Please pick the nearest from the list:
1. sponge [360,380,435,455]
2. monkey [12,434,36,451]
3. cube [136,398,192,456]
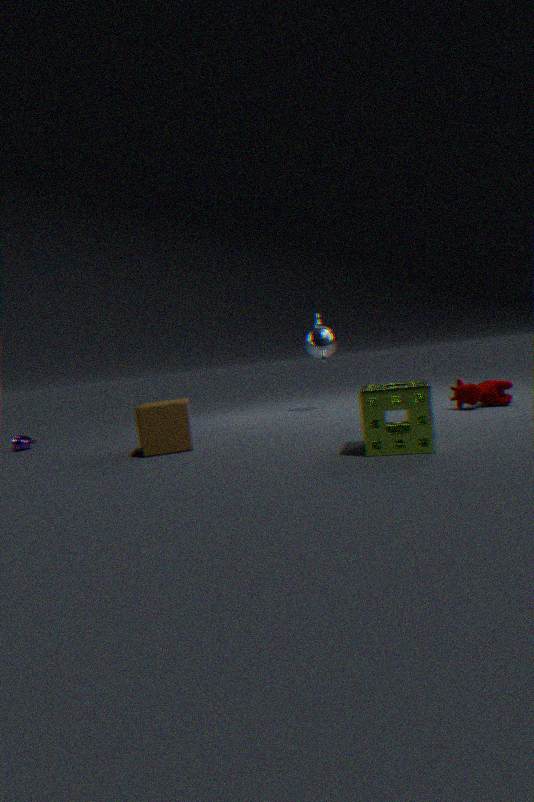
sponge [360,380,435,455]
